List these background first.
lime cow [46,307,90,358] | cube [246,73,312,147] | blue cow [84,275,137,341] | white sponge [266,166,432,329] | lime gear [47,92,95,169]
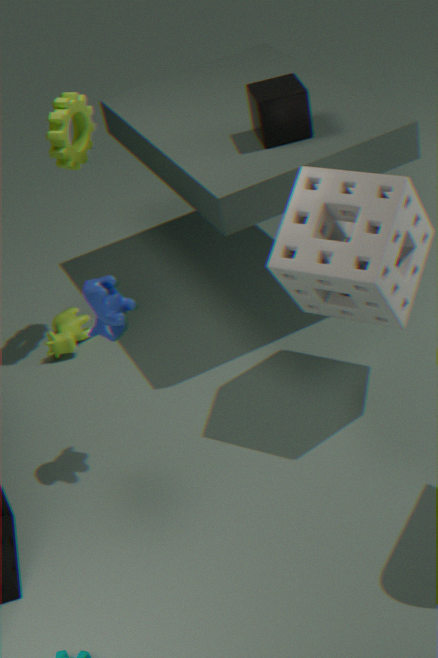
lime cow [46,307,90,358] < lime gear [47,92,95,169] < cube [246,73,312,147] < blue cow [84,275,137,341] < white sponge [266,166,432,329]
